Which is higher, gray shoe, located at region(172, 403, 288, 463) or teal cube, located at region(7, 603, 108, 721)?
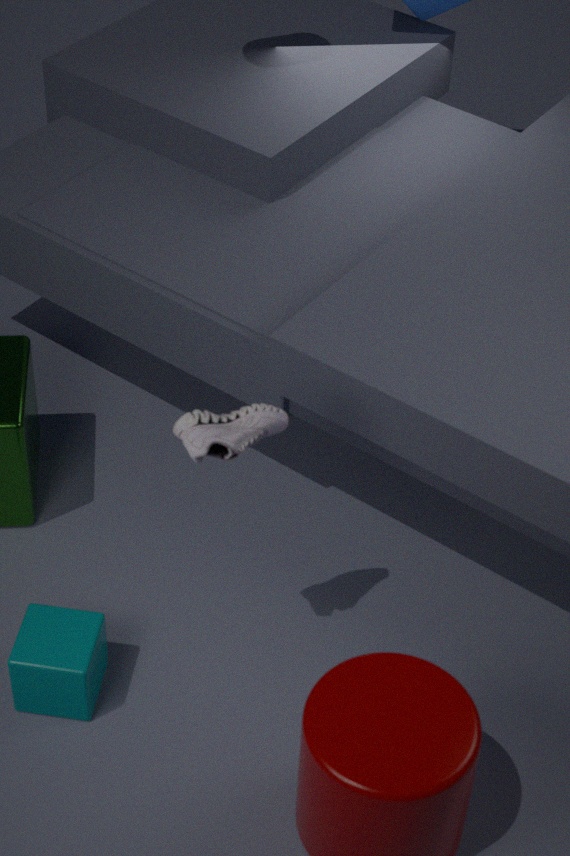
gray shoe, located at region(172, 403, 288, 463)
